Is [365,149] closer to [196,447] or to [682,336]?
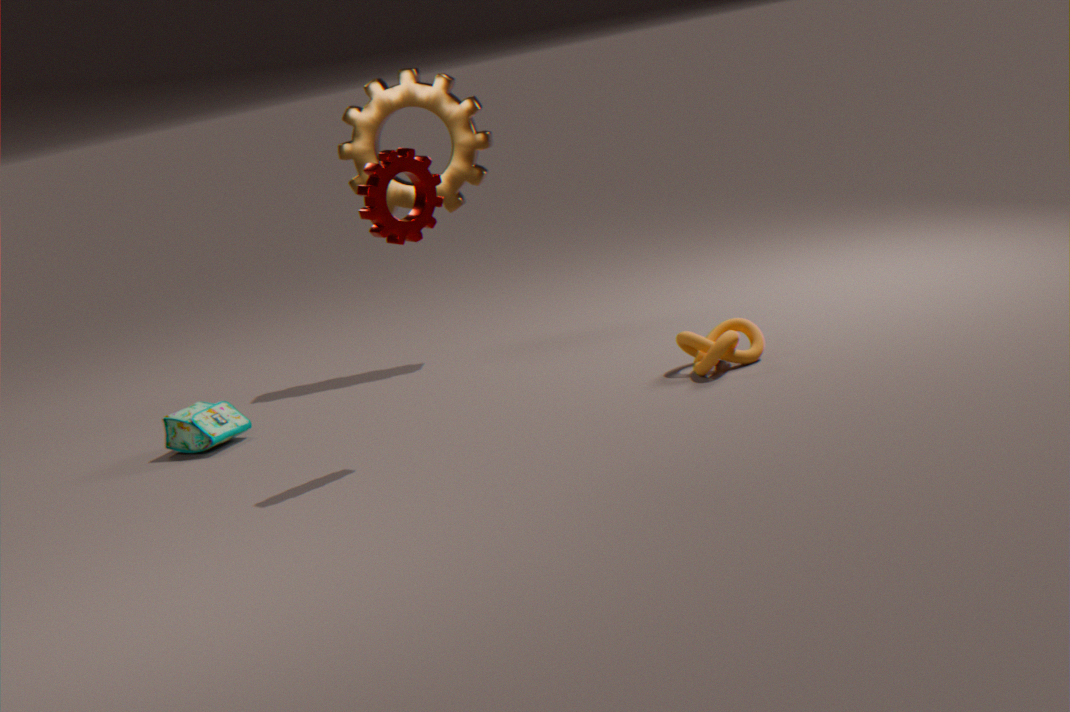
[196,447]
